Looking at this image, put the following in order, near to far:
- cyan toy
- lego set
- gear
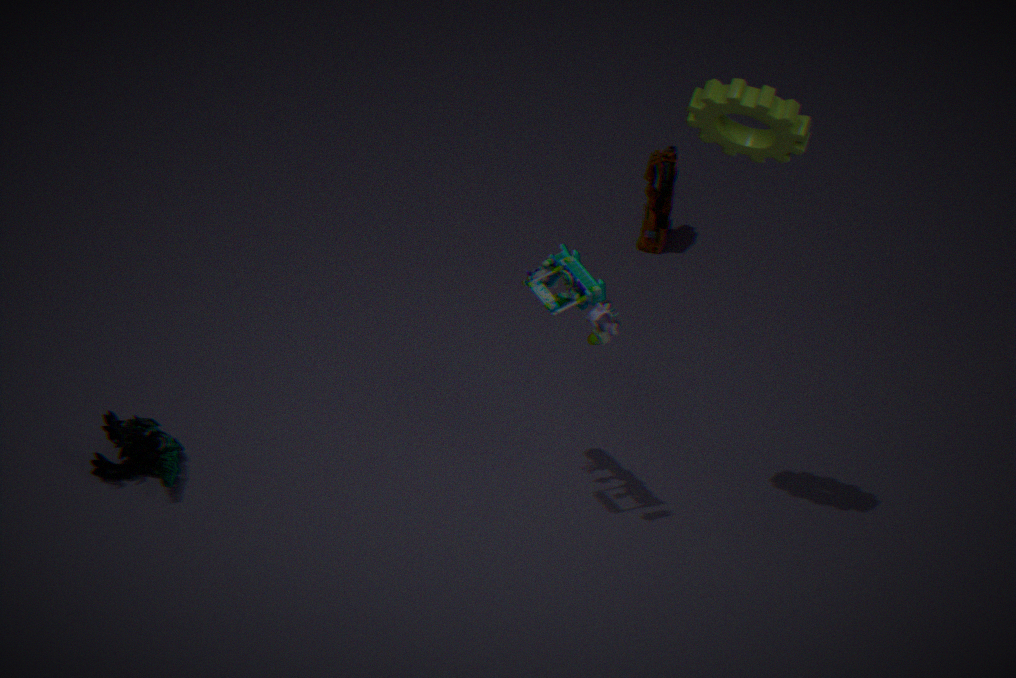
gear
lego set
cyan toy
